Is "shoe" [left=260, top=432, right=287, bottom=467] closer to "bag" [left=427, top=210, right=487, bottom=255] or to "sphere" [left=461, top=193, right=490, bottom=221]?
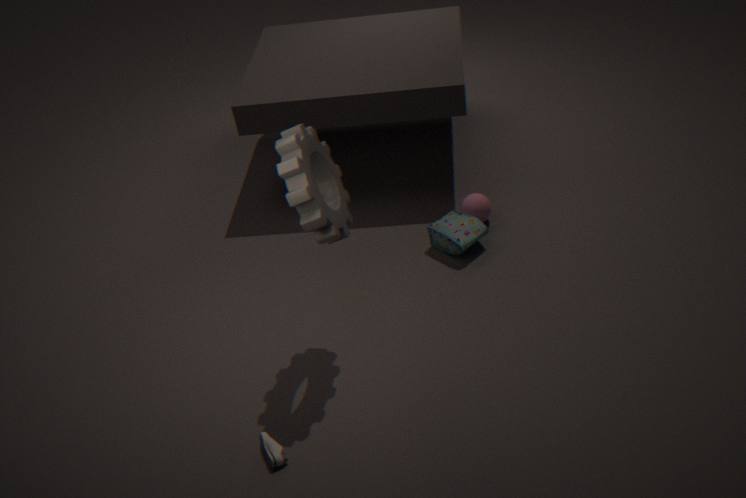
"bag" [left=427, top=210, right=487, bottom=255]
